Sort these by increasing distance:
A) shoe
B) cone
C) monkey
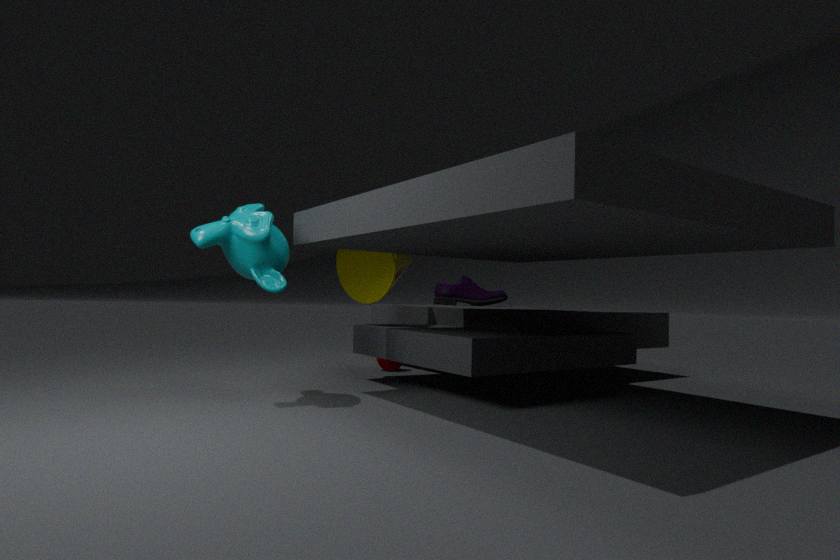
1. monkey
2. cone
3. shoe
